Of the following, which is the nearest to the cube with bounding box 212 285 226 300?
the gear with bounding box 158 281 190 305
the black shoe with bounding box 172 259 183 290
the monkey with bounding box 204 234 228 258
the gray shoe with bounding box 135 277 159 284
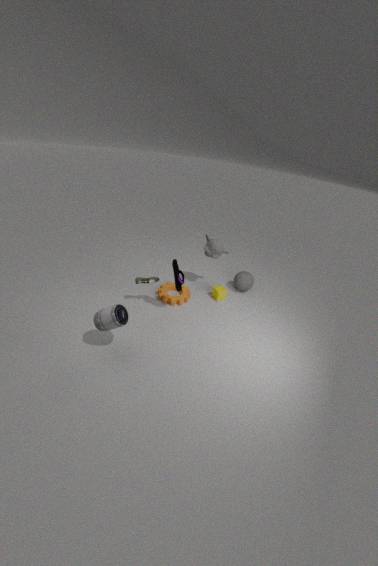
the gear with bounding box 158 281 190 305
